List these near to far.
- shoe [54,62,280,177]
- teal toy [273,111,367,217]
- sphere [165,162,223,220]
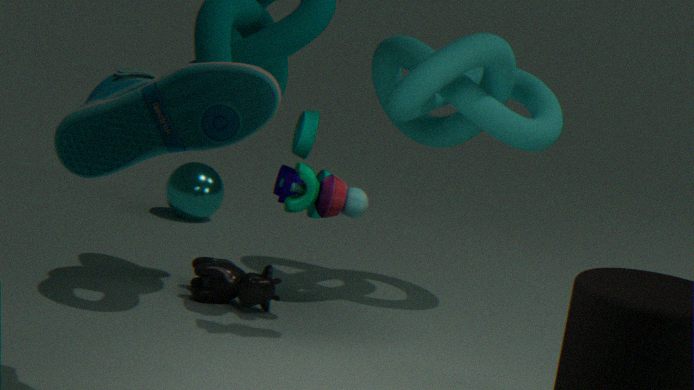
shoe [54,62,280,177] → teal toy [273,111,367,217] → sphere [165,162,223,220]
